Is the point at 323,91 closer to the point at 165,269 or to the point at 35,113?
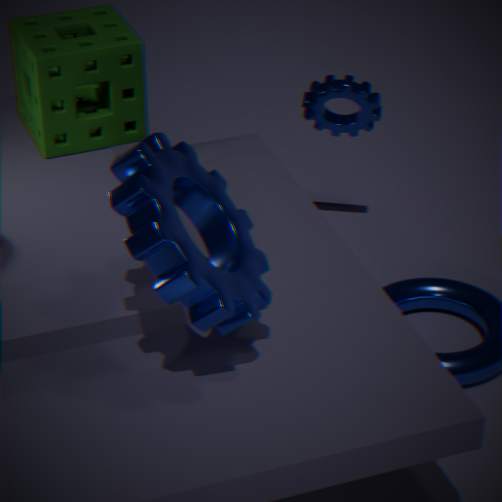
the point at 35,113
